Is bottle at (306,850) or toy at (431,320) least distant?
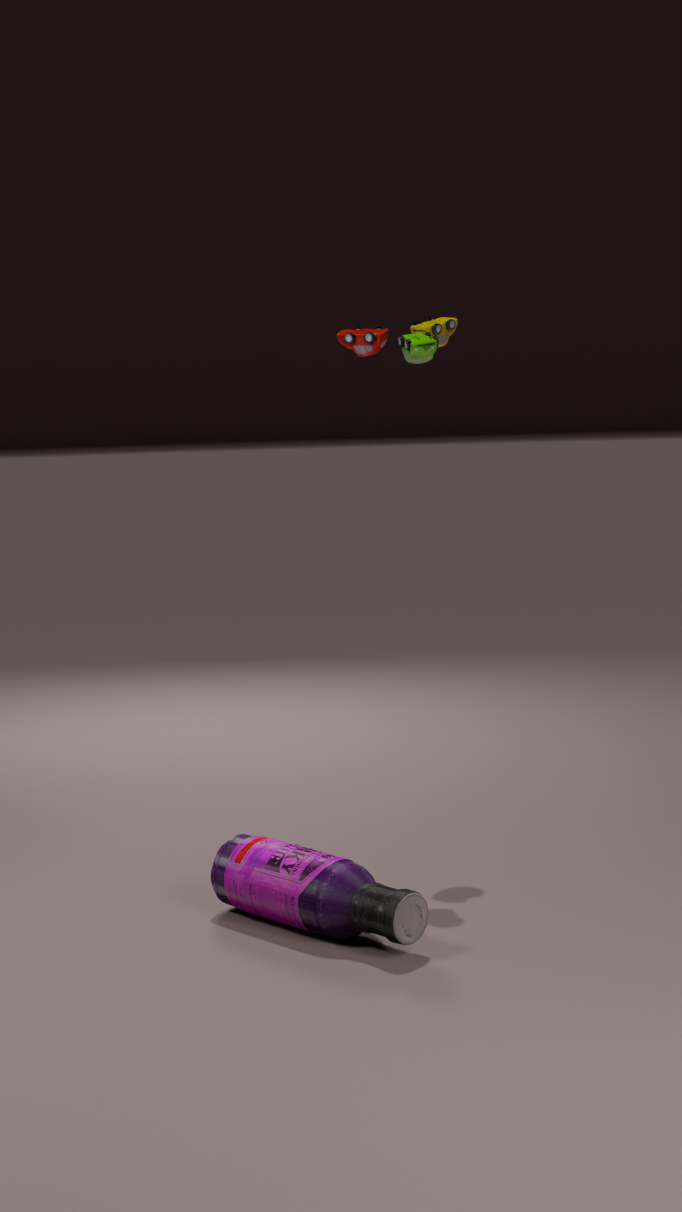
bottle at (306,850)
